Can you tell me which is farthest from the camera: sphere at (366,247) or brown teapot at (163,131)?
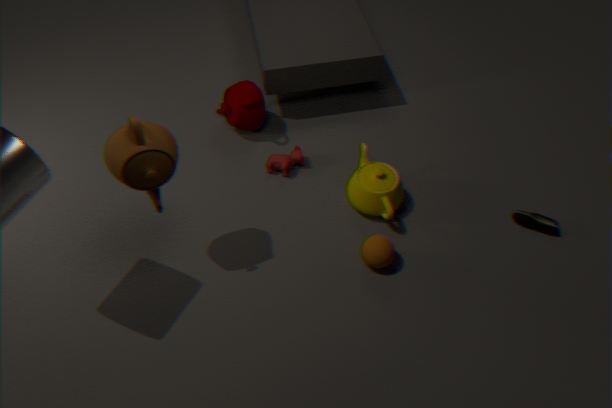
sphere at (366,247)
